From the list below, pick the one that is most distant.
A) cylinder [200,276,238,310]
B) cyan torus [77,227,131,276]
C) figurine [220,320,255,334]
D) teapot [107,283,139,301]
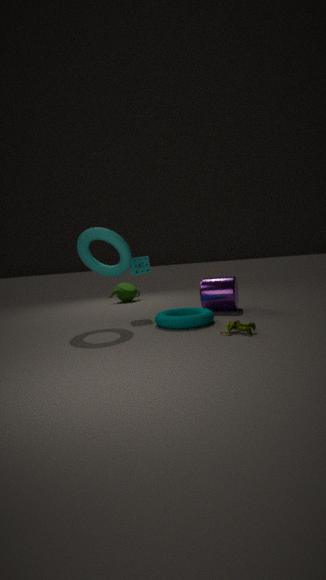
teapot [107,283,139,301]
